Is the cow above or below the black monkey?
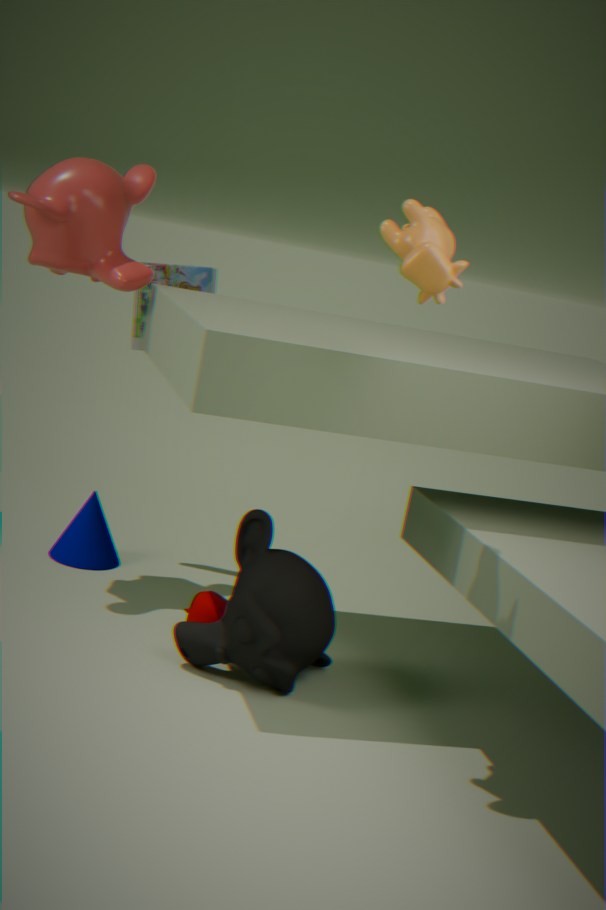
above
